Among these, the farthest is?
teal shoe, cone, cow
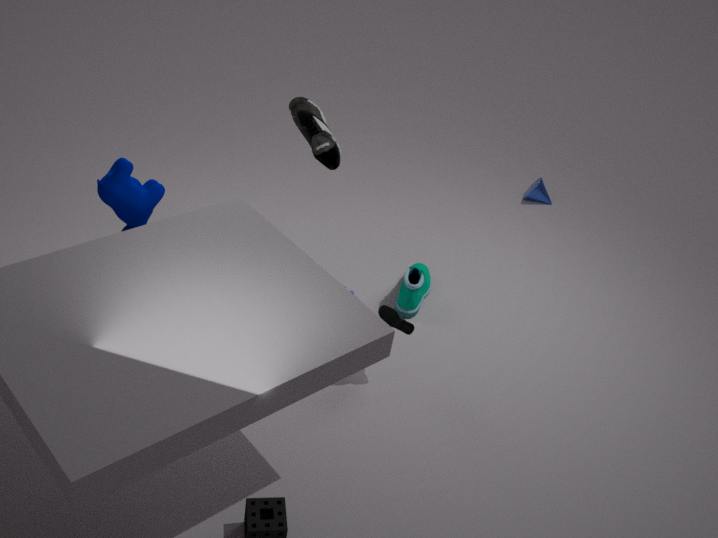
cone
